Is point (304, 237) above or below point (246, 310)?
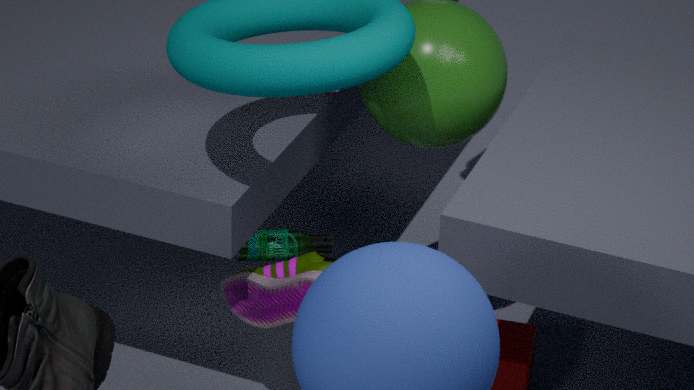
above
